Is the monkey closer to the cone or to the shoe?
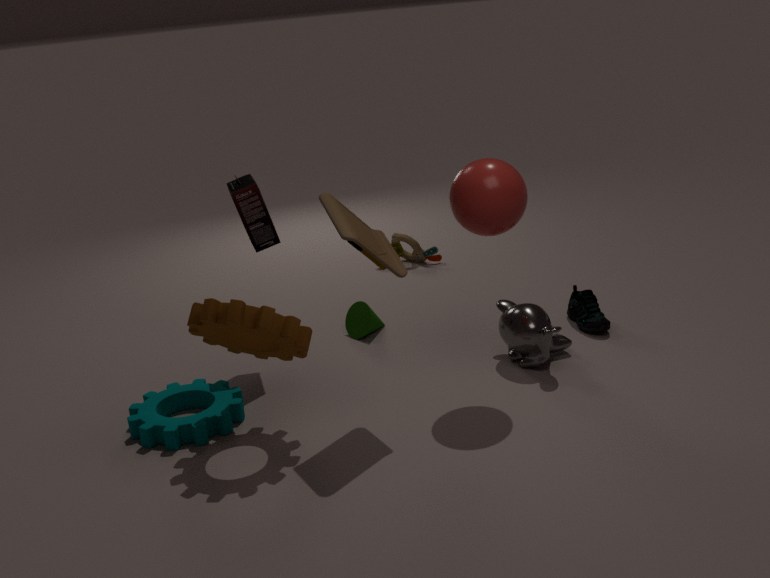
the shoe
